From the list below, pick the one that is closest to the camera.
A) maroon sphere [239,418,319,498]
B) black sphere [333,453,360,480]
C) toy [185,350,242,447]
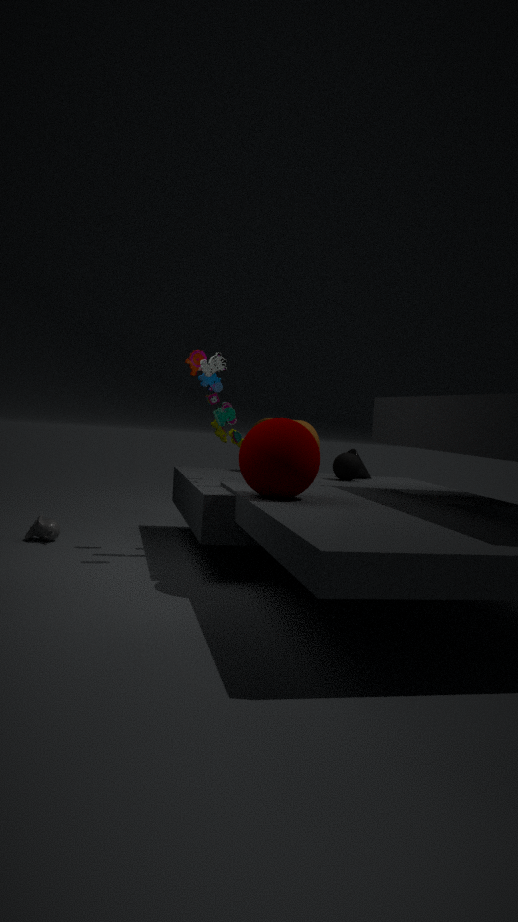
maroon sphere [239,418,319,498]
